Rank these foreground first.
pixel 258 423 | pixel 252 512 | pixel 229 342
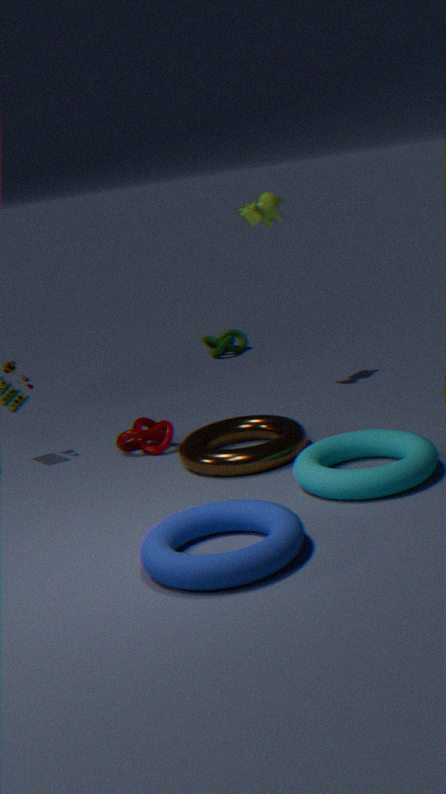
pixel 252 512 < pixel 258 423 < pixel 229 342
